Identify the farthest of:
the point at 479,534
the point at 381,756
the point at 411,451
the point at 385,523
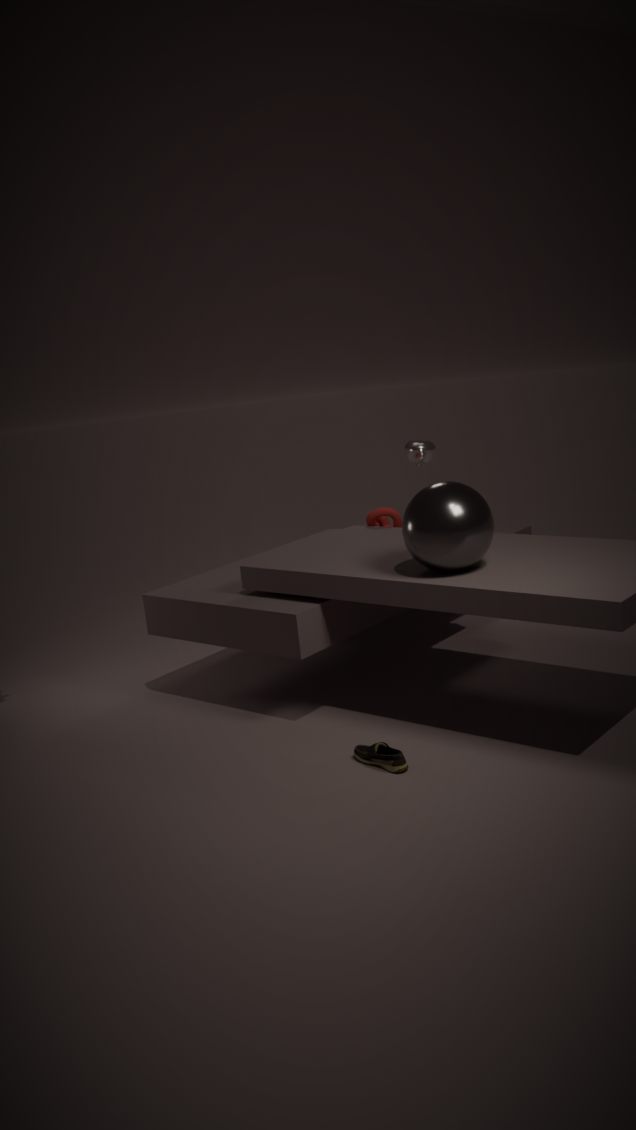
the point at 411,451
